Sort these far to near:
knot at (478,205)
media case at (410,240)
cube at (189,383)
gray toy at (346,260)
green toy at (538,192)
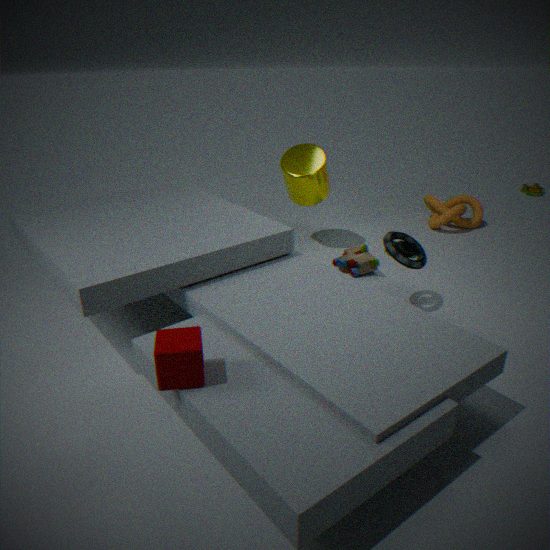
green toy at (538,192) < knot at (478,205) < gray toy at (346,260) < media case at (410,240) < cube at (189,383)
